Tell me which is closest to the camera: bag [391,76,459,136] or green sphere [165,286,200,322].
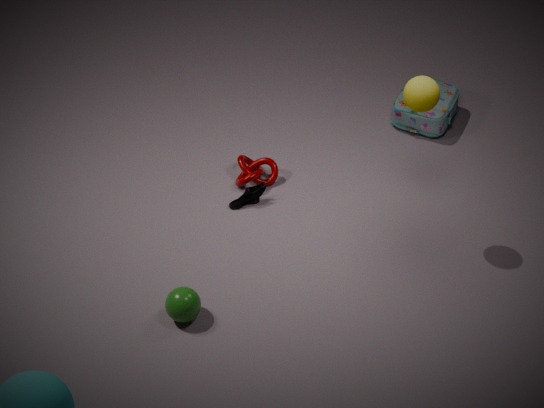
green sphere [165,286,200,322]
